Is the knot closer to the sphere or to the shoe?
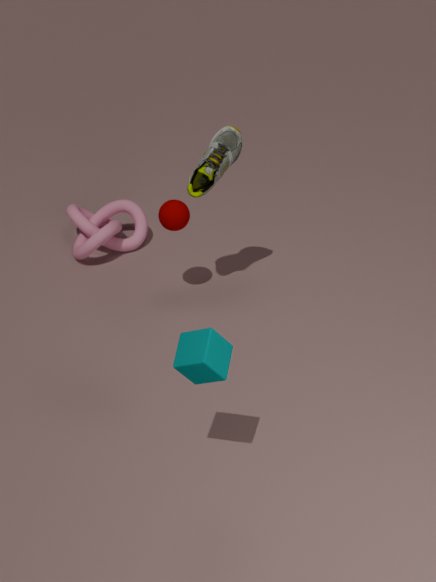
the sphere
